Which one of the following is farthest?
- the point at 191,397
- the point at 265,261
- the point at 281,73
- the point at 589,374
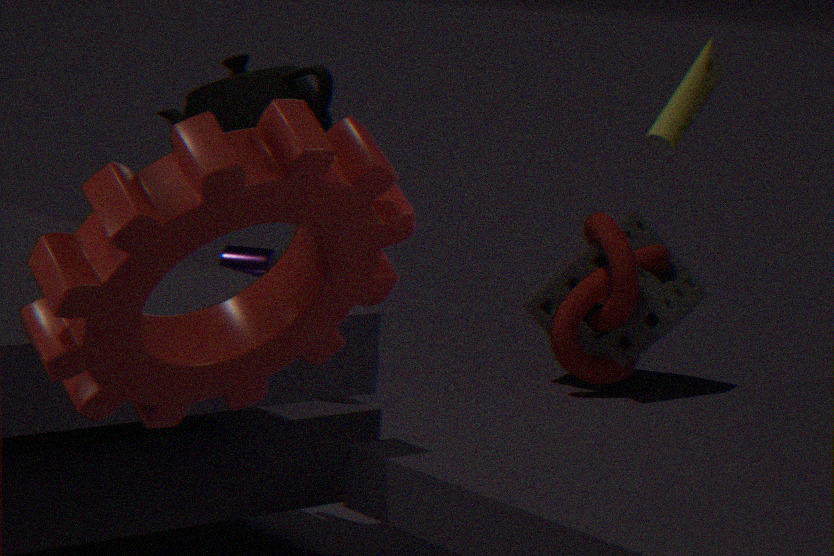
the point at 265,261
